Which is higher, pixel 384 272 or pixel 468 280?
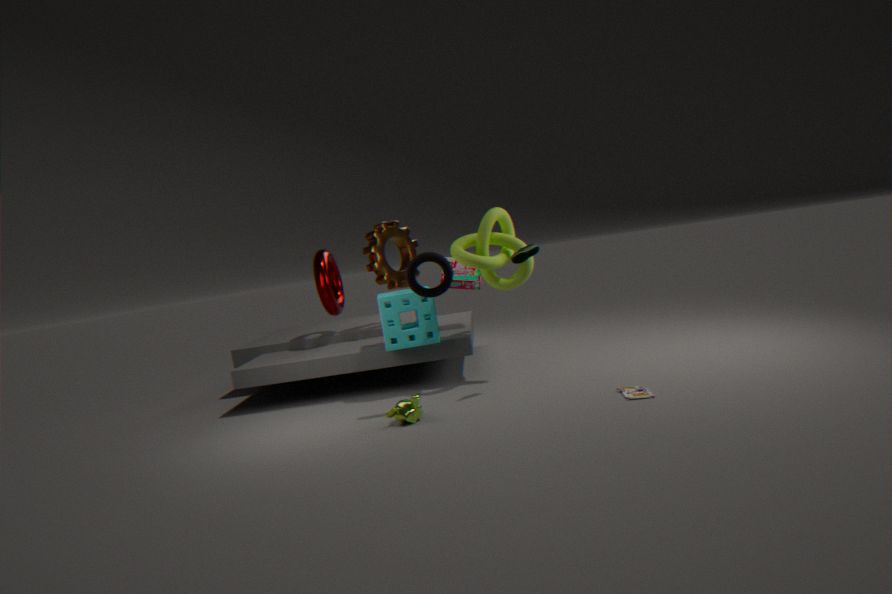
pixel 384 272
